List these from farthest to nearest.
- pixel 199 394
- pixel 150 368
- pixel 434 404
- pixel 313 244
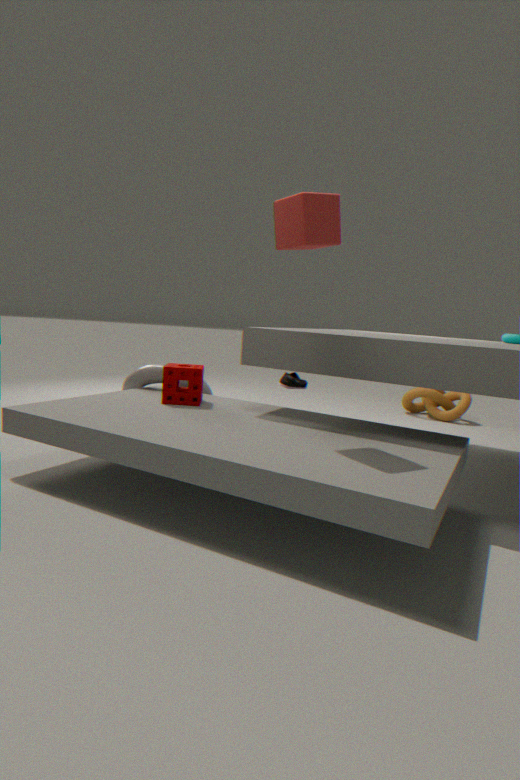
1. pixel 434 404
2. pixel 150 368
3. pixel 199 394
4. pixel 313 244
